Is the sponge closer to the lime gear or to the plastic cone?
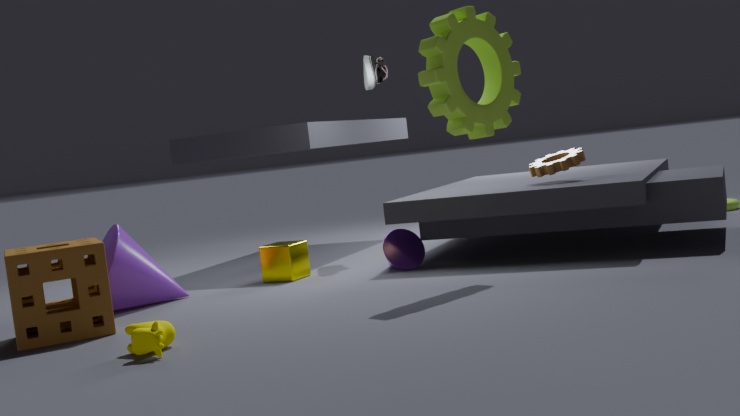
the plastic cone
